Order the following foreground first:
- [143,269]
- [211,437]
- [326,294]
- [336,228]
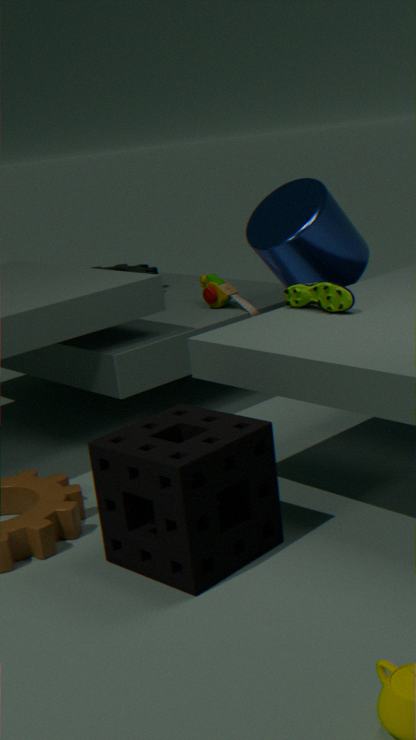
1. [211,437]
2. [326,294]
3. [336,228]
4. [143,269]
